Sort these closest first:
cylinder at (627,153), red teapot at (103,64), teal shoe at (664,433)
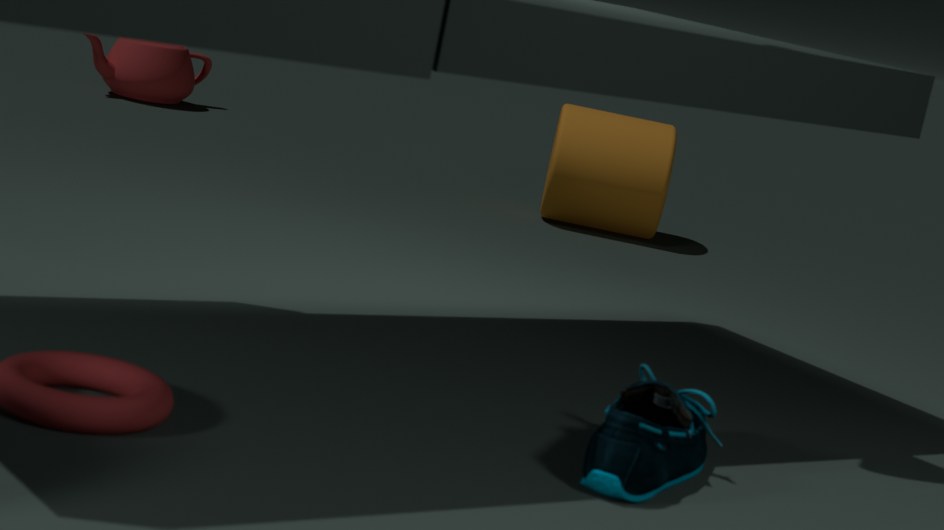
1. teal shoe at (664,433)
2. cylinder at (627,153)
3. red teapot at (103,64)
